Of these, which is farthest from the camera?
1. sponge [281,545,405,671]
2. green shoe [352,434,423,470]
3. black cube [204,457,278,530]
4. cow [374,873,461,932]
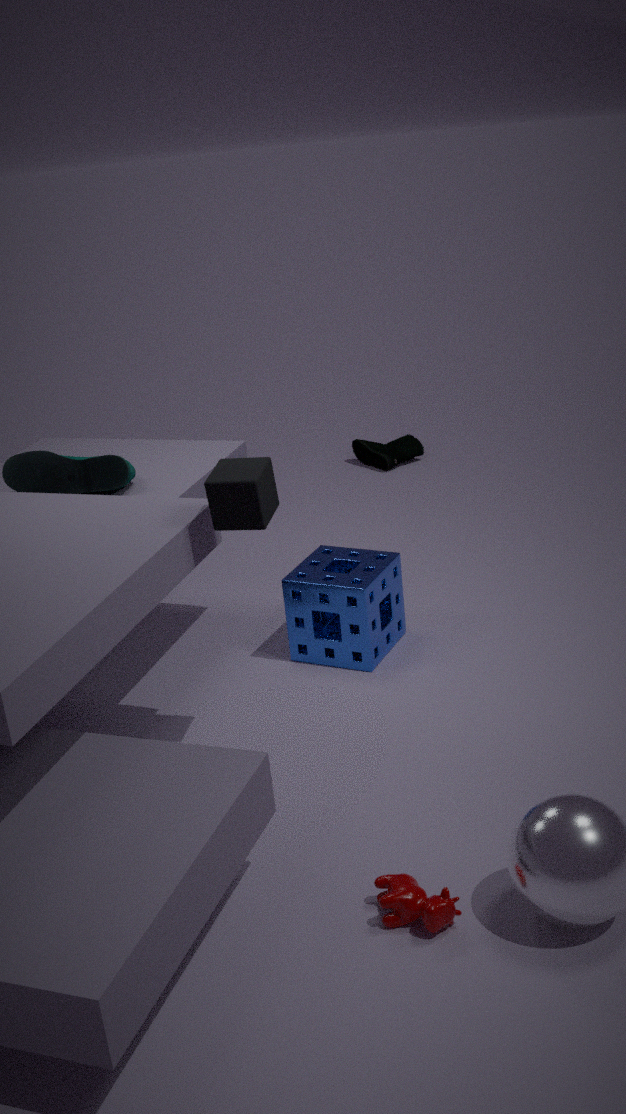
green shoe [352,434,423,470]
